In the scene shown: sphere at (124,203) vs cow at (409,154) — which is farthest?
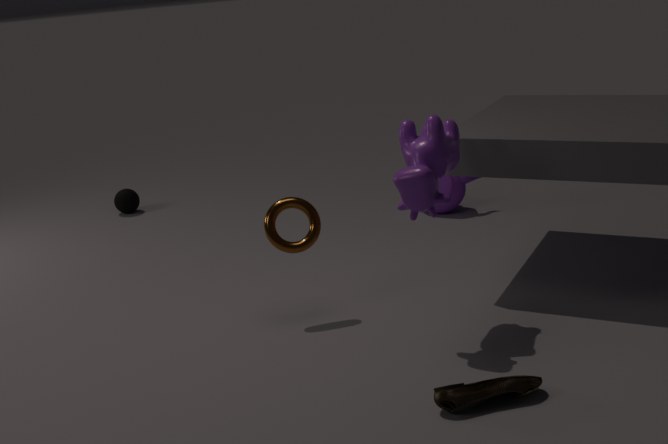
sphere at (124,203)
